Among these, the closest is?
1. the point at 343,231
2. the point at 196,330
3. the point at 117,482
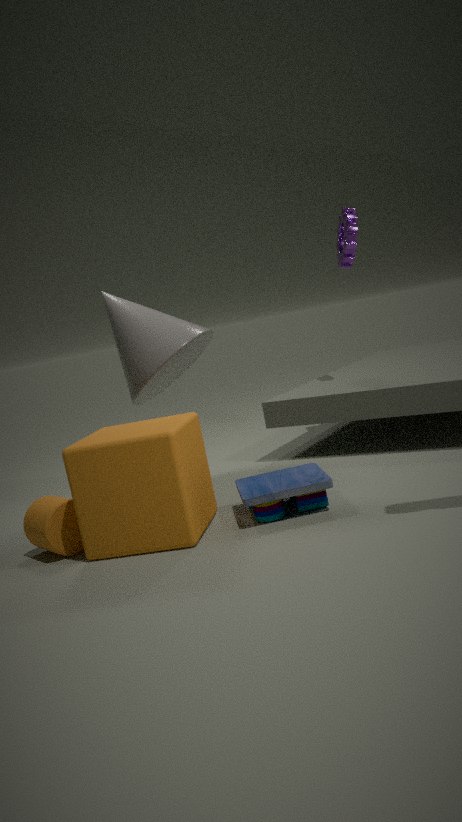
the point at 117,482
